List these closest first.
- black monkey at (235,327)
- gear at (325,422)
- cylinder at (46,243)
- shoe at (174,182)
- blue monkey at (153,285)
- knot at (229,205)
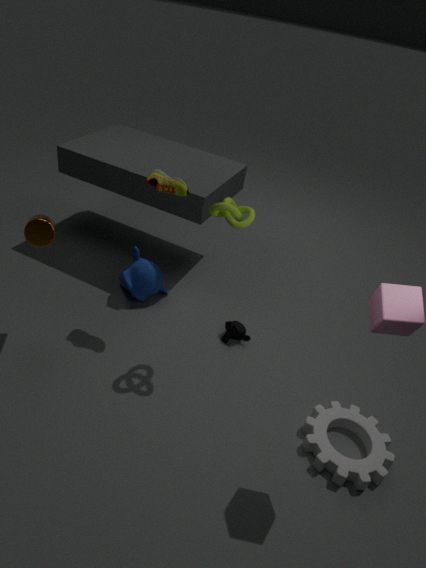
gear at (325,422)
knot at (229,205)
cylinder at (46,243)
shoe at (174,182)
black monkey at (235,327)
blue monkey at (153,285)
